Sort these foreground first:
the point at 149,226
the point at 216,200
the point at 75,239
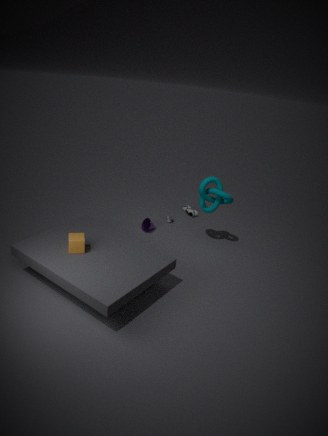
1. the point at 75,239
2. the point at 216,200
3. the point at 149,226
